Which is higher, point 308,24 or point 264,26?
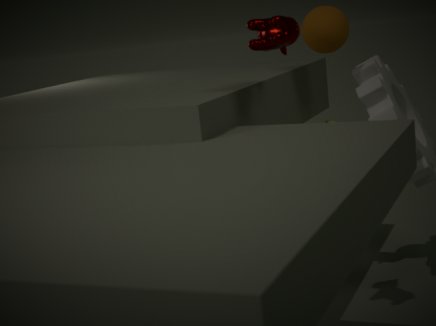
point 264,26
